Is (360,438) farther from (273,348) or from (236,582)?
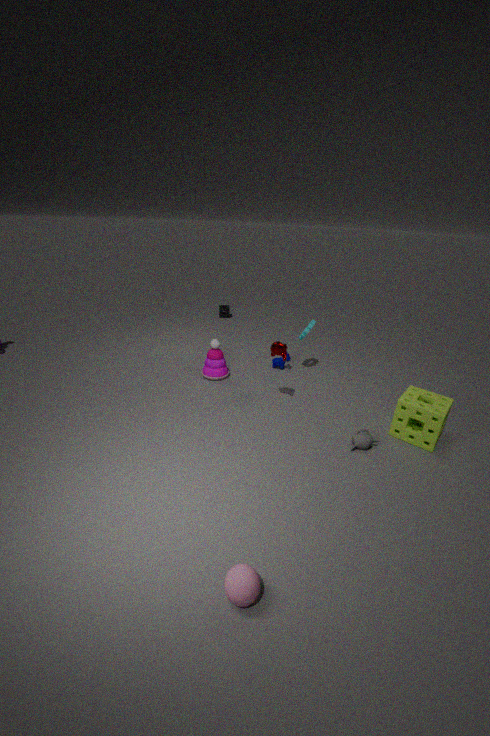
(236,582)
